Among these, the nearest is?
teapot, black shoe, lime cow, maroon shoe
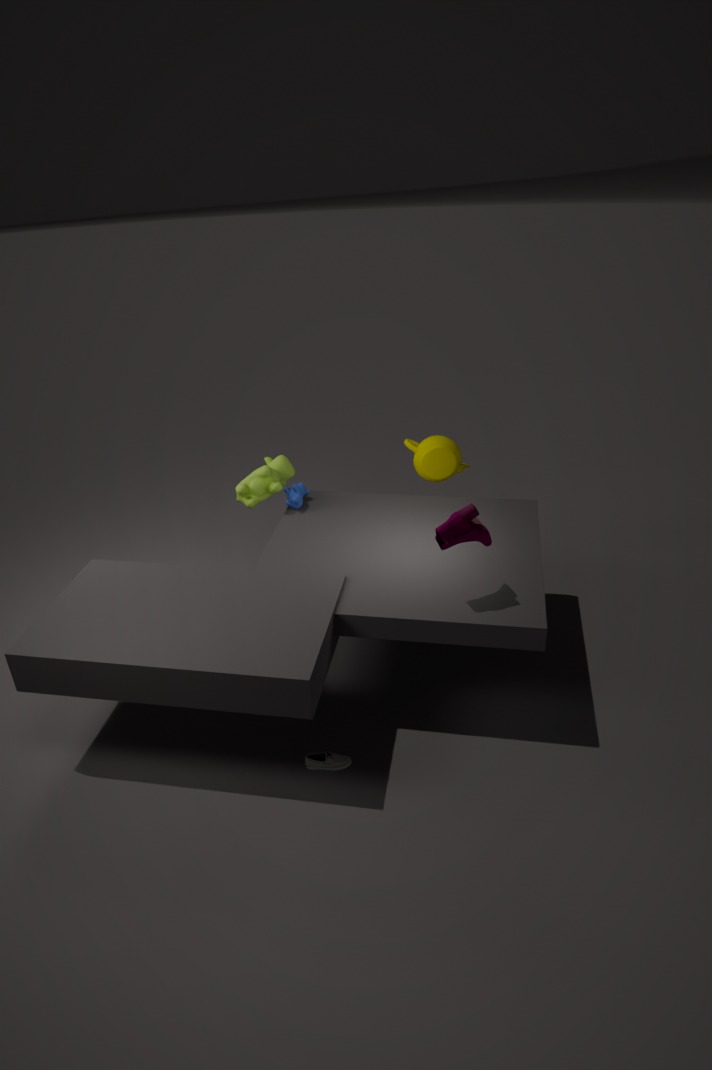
maroon shoe
